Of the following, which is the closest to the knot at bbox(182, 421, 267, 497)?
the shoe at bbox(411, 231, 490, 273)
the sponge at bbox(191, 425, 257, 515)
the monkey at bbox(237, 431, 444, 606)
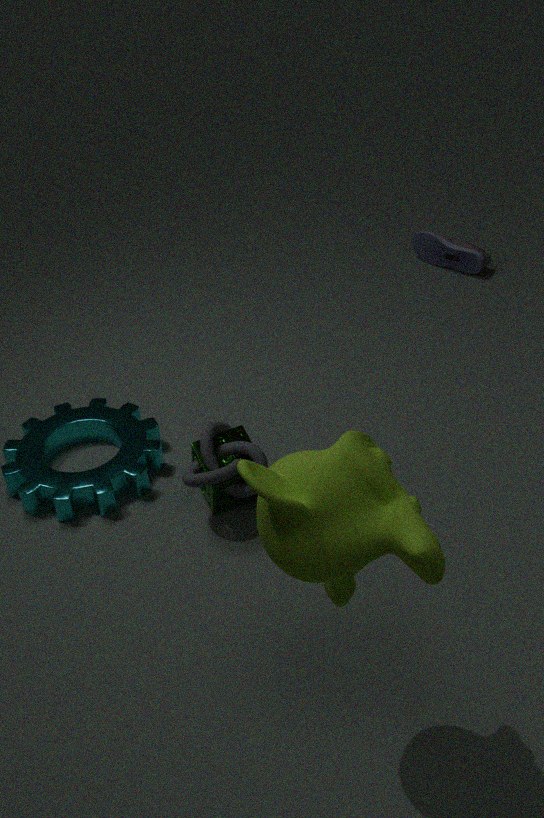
the sponge at bbox(191, 425, 257, 515)
